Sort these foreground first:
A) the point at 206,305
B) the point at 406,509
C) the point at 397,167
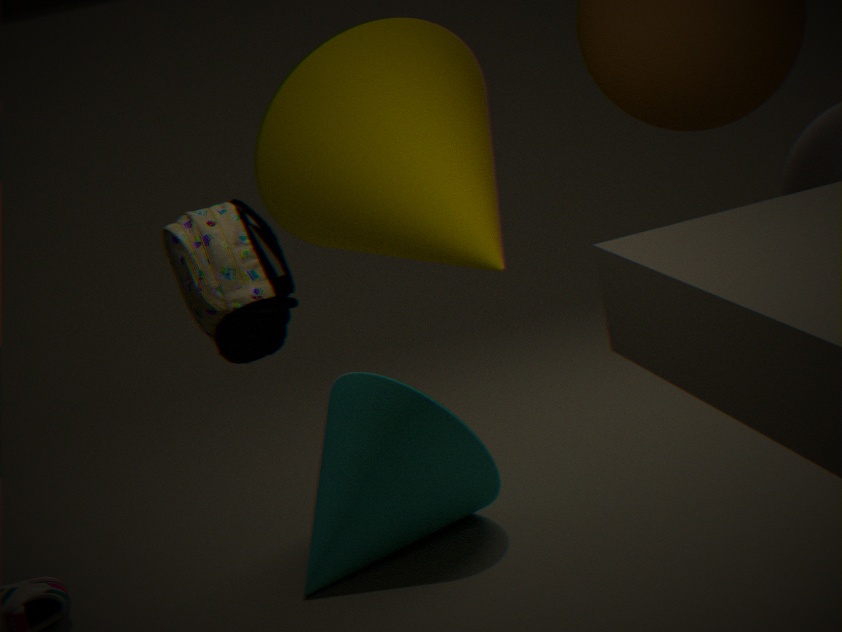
1. the point at 206,305
2. the point at 397,167
3. the point at 406,509
